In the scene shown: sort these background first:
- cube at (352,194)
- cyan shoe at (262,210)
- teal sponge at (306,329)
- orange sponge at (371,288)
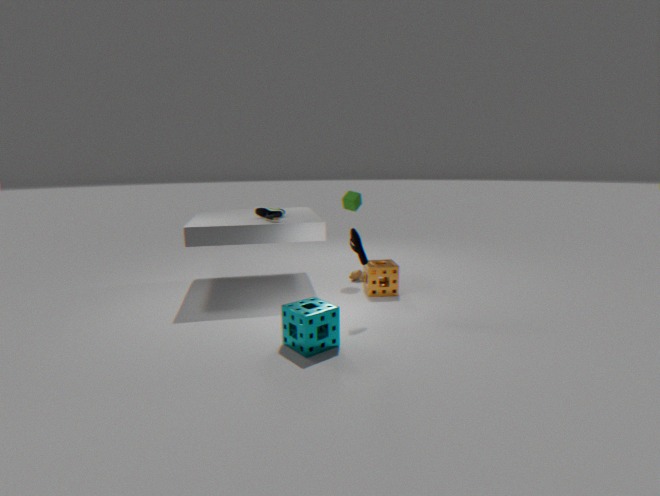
cube at (352,194) < cyan shoe at (262,210) < orange sponge at (371,288) < teal sponge at (306,329)
